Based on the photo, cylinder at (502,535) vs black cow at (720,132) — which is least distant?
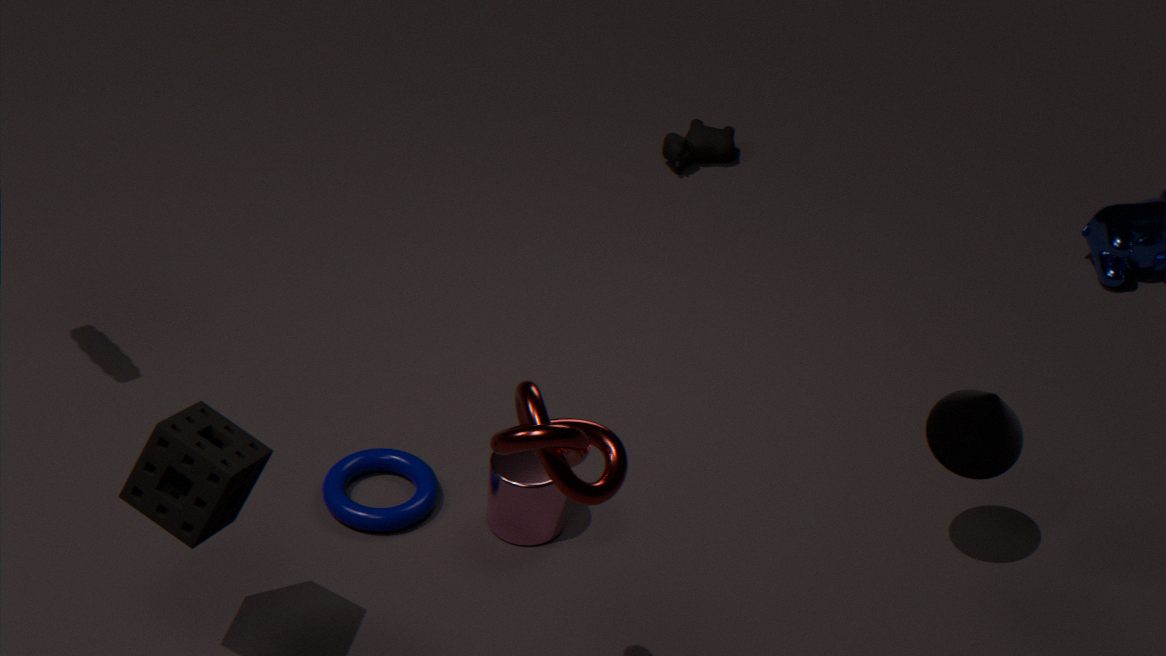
cylinder at (502,535)
